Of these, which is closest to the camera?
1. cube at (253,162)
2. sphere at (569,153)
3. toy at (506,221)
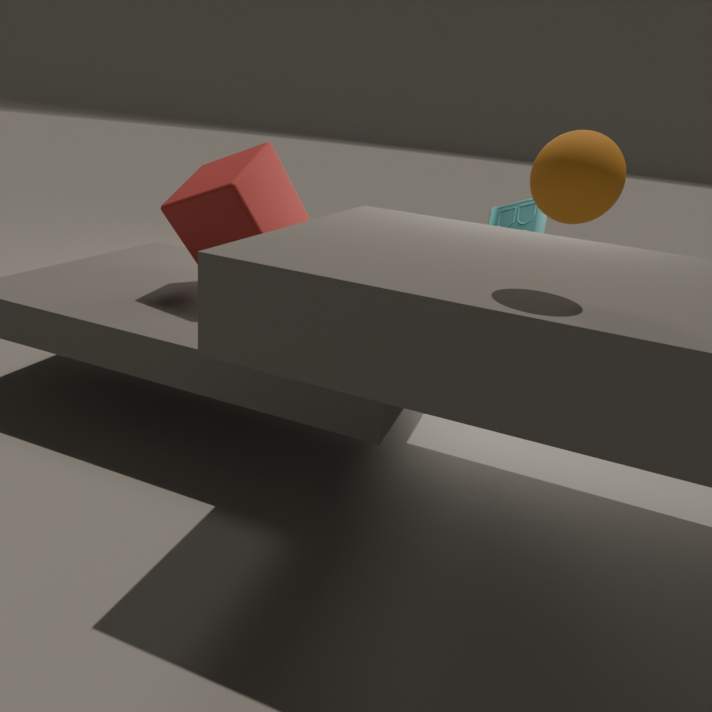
sphere at (569,153)
